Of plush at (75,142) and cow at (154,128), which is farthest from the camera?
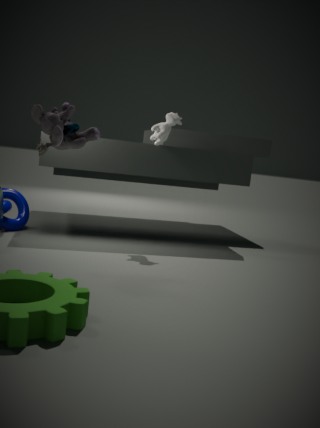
cow at (154,128)
